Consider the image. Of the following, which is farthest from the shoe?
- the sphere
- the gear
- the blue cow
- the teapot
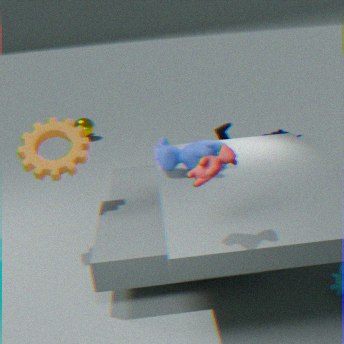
the sphere
